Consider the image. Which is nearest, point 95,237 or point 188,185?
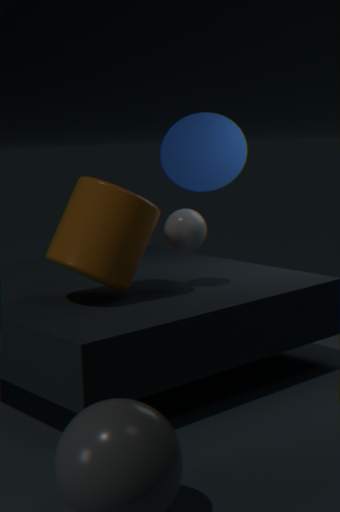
point 95,237
